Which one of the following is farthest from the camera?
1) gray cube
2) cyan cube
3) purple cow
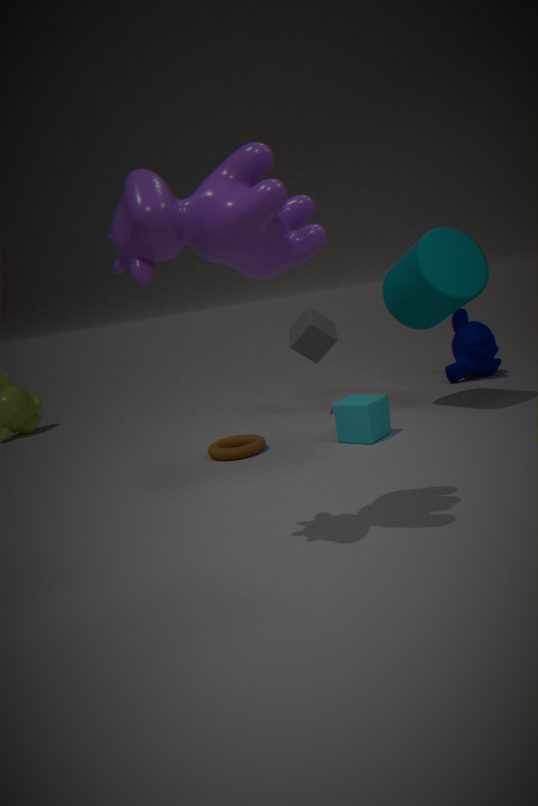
1. gray cube
